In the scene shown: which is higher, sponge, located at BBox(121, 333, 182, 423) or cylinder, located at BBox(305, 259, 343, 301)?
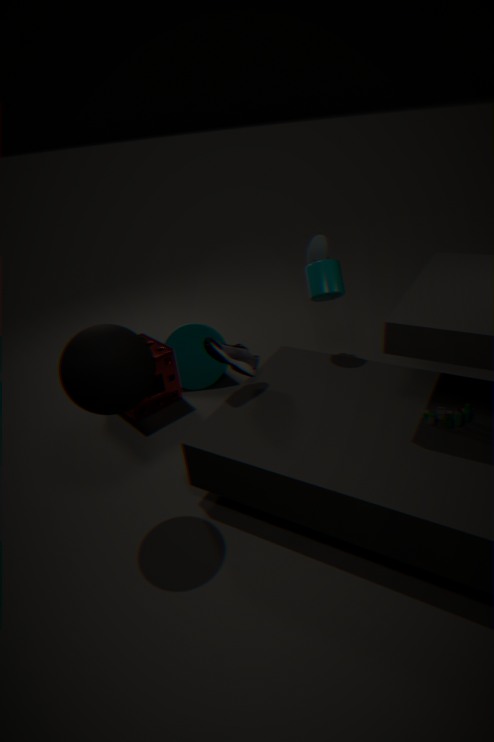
cylinder, located at BBox(305, 259, 343, 301)
